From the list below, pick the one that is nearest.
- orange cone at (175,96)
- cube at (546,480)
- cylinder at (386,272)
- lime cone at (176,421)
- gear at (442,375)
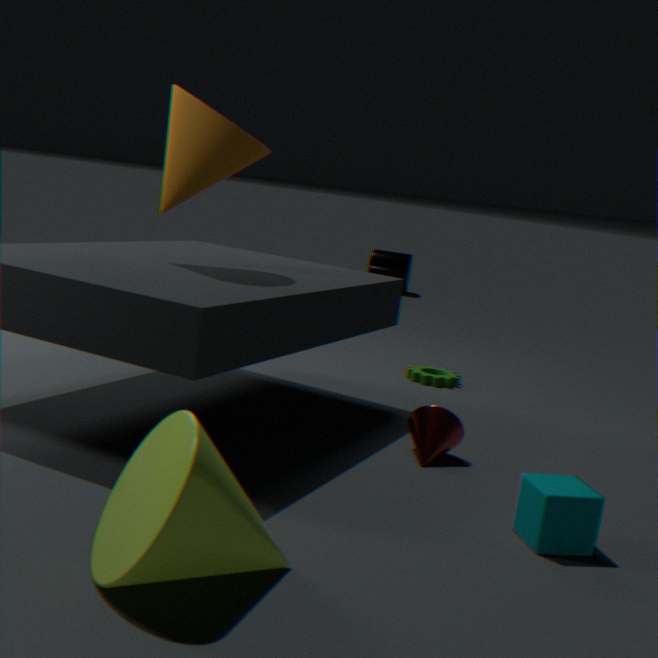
lime cone at (176,421)
